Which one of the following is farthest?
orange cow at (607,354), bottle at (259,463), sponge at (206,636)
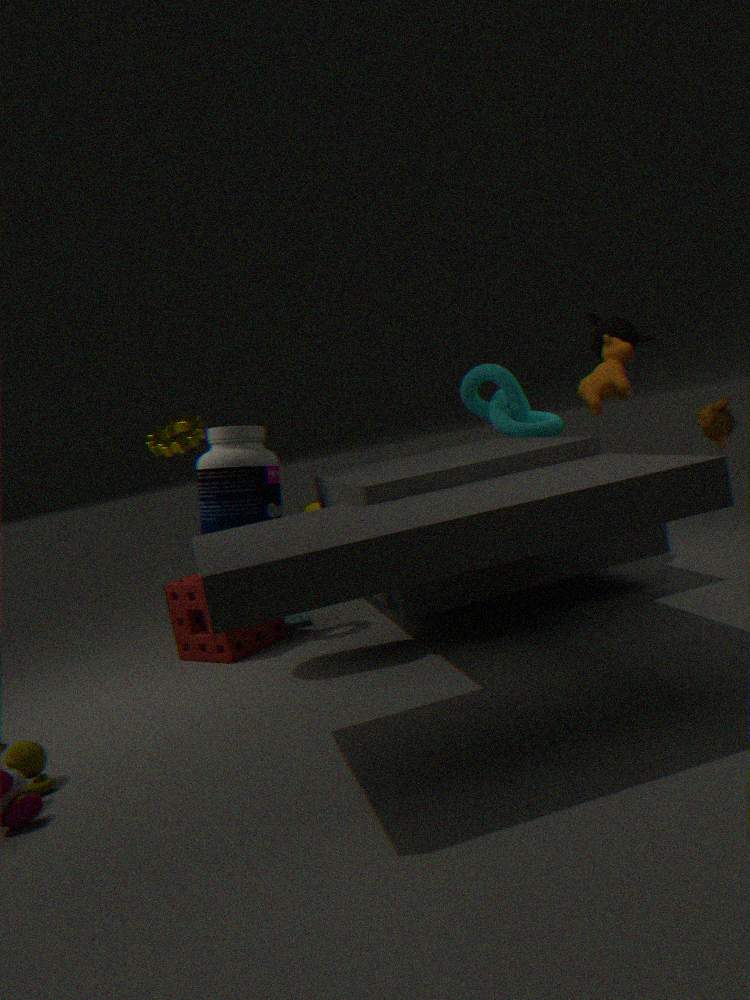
sponge at (206,636)
